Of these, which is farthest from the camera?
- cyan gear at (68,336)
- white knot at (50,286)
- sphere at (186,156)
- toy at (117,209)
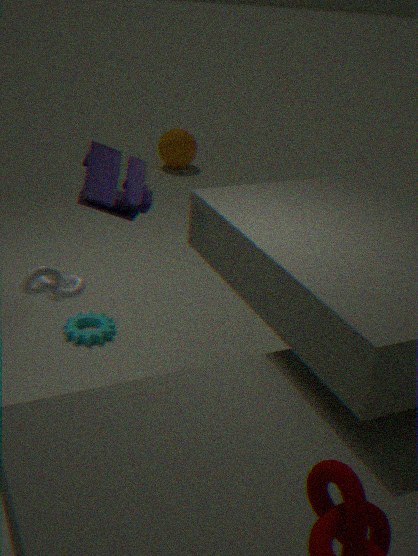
sphere at (186,156)
